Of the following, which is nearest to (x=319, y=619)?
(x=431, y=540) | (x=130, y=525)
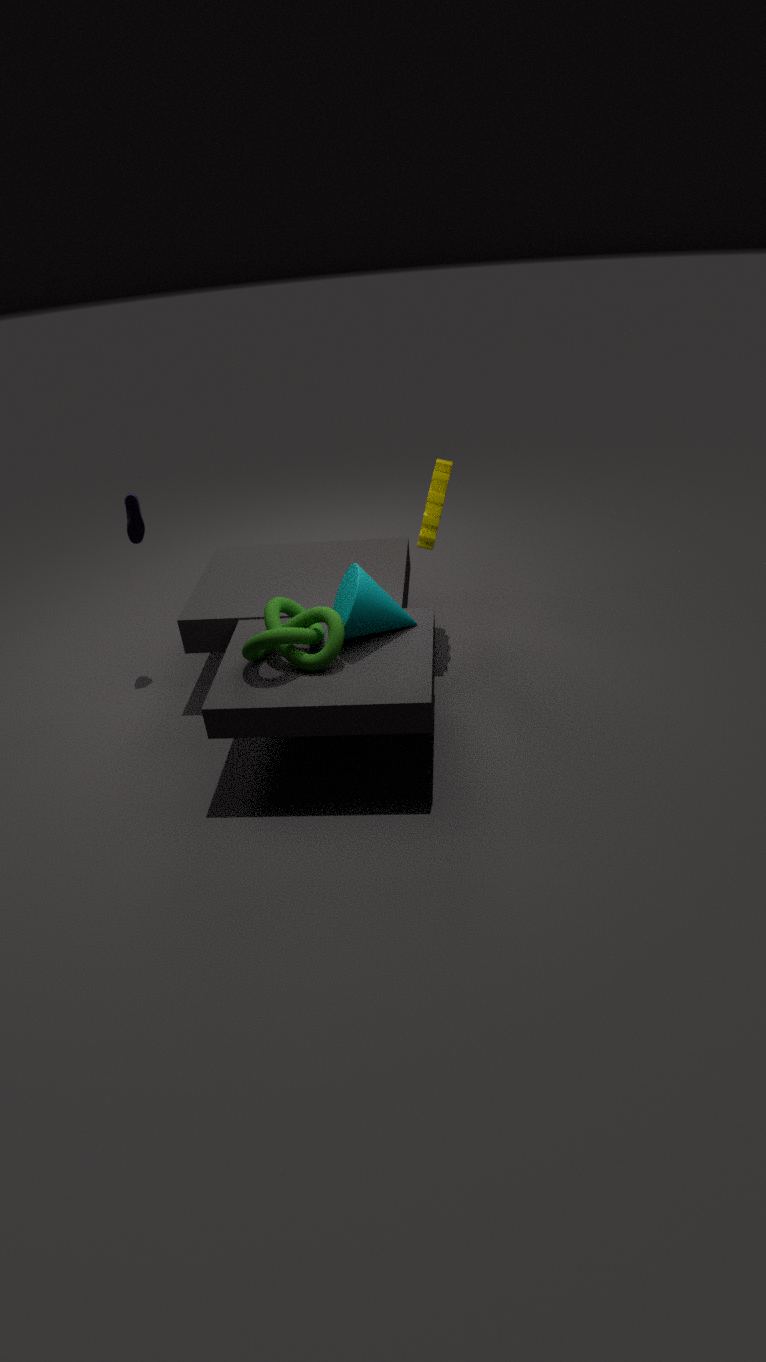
(x=431, y=540)
